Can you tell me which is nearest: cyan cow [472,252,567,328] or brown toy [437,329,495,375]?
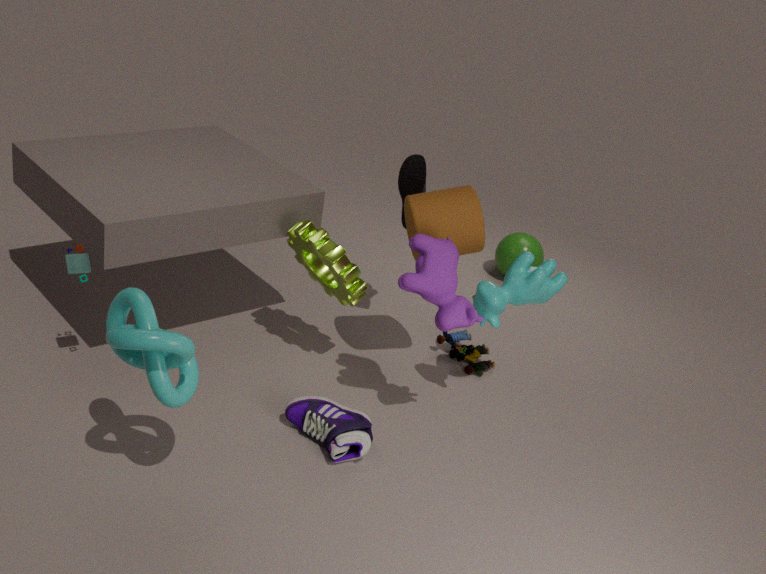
cyan cow [472,252,567,328]
